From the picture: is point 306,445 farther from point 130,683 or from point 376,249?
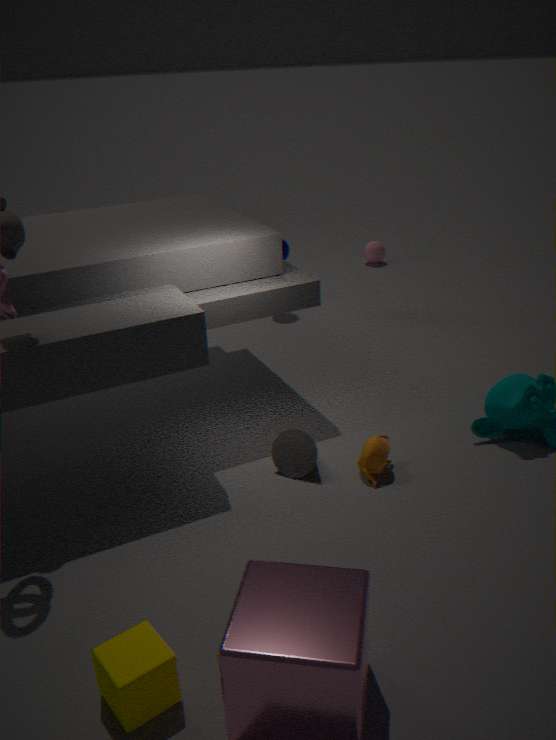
point 376,249
